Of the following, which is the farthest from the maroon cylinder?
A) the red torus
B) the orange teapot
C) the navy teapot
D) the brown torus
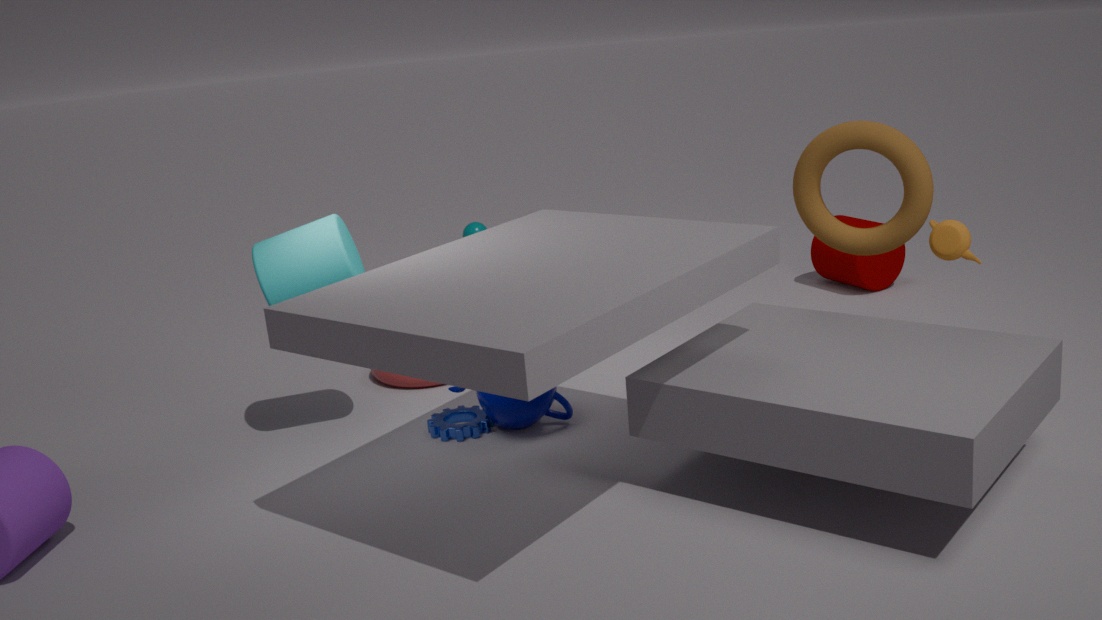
the navy teapot
